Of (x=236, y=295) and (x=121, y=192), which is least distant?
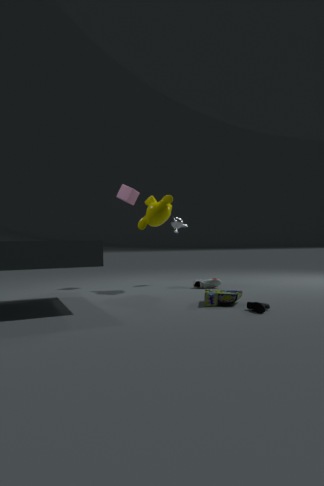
(x=236, y=295)
